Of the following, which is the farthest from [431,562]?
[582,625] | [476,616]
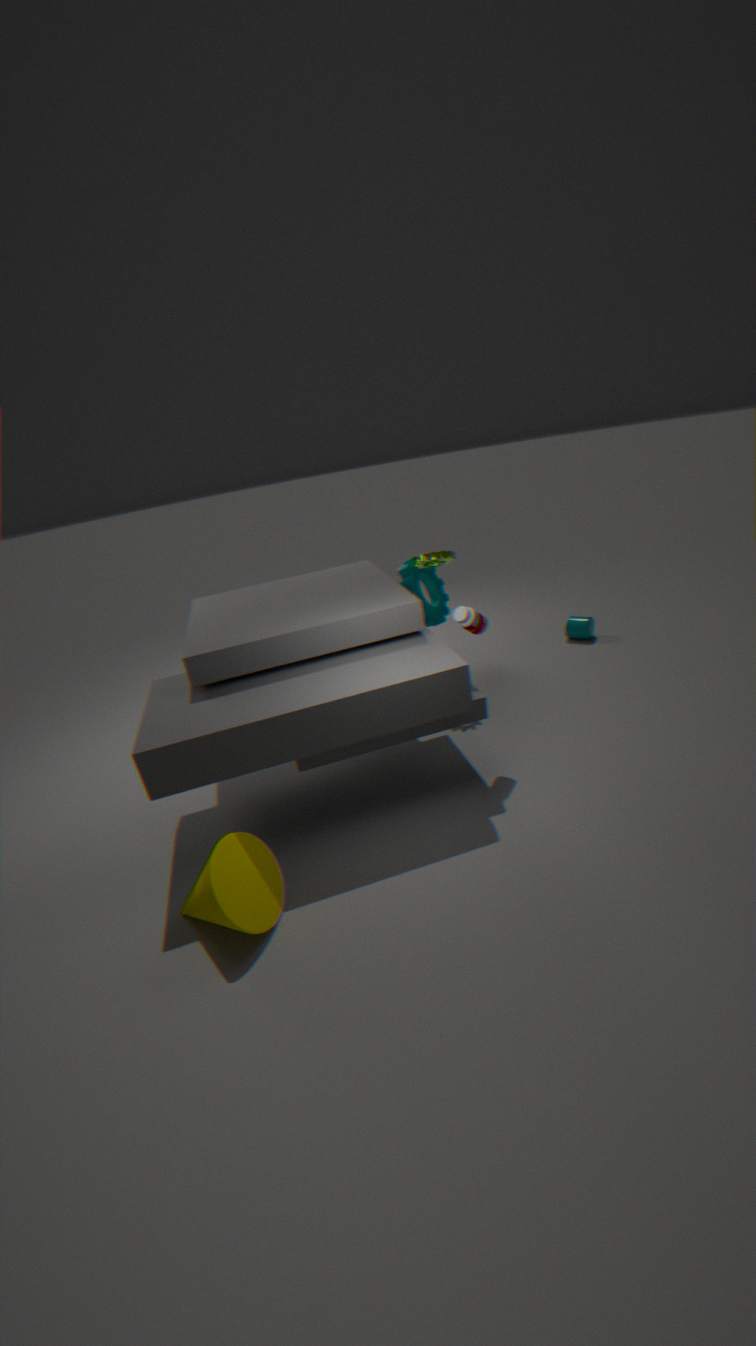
[582,625]
